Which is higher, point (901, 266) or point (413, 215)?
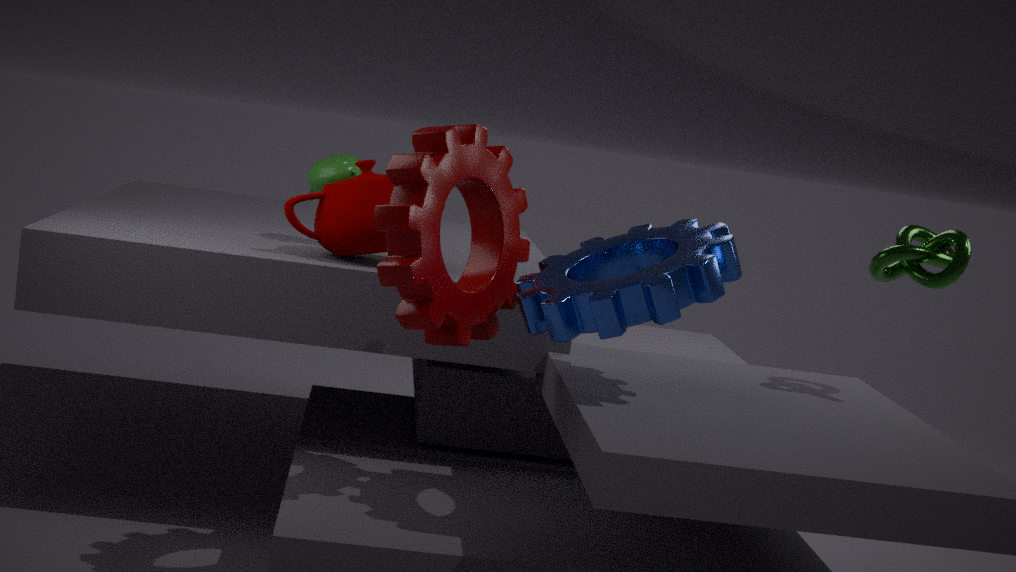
point (901, 266)
